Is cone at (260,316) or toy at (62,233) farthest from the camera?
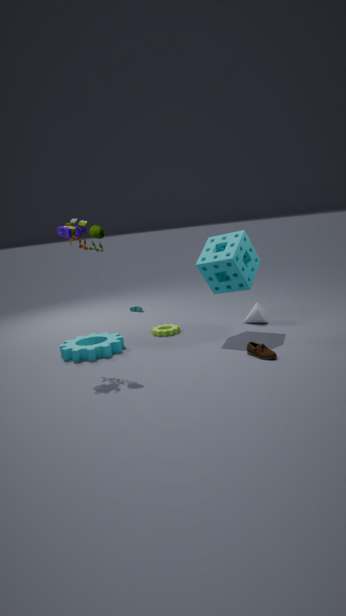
cone at (260,316)
